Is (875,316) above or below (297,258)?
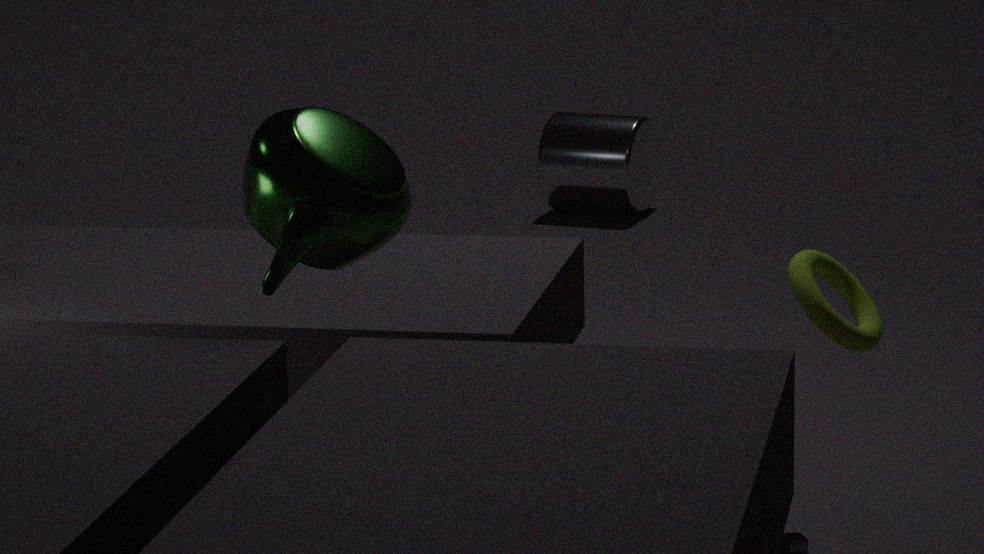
below
